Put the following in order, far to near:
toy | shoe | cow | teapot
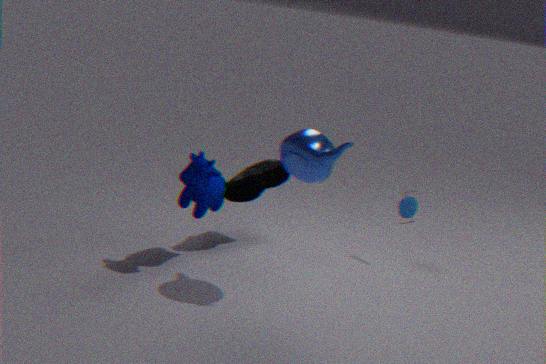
1. toy
2. shoe
3. cow
4. teapot
